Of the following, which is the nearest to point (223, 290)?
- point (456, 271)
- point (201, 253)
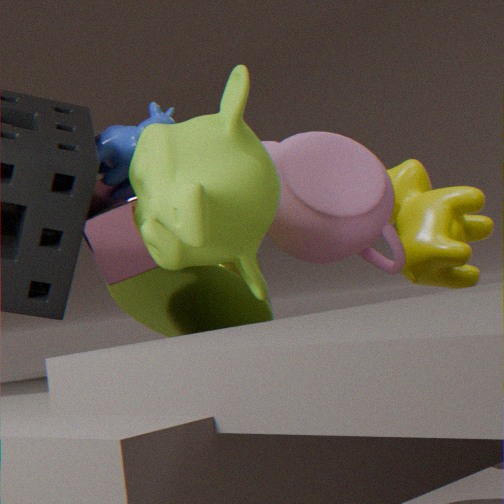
point (201, 253)
